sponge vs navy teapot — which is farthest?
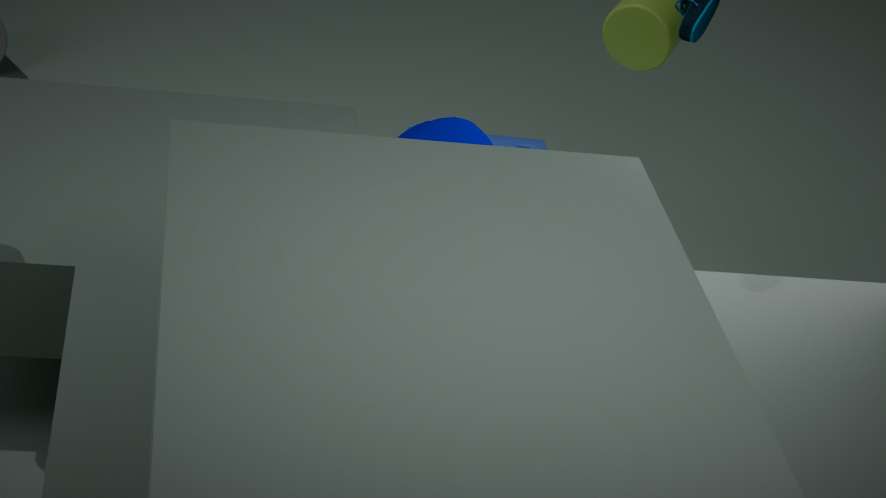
sponge
